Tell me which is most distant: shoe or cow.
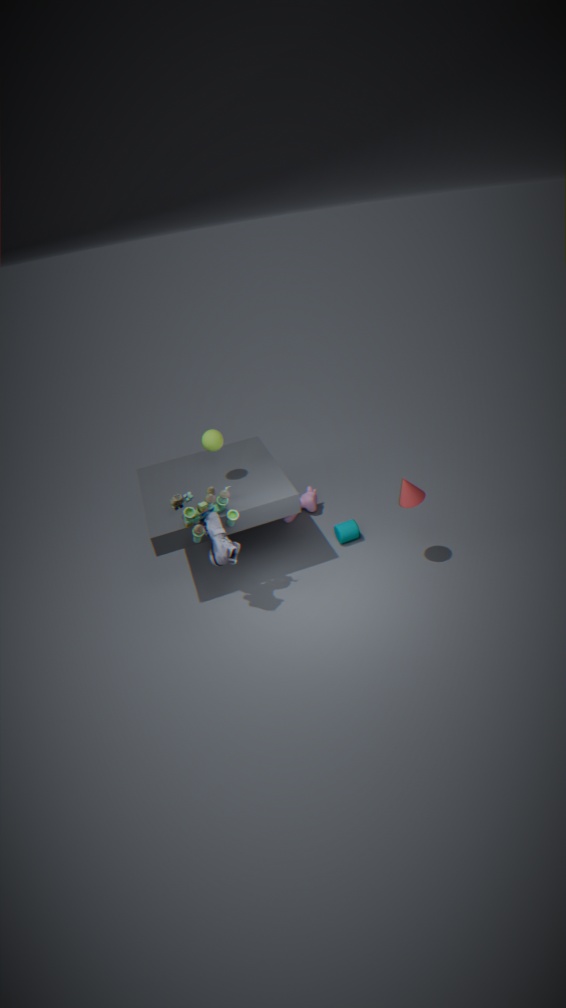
cow
